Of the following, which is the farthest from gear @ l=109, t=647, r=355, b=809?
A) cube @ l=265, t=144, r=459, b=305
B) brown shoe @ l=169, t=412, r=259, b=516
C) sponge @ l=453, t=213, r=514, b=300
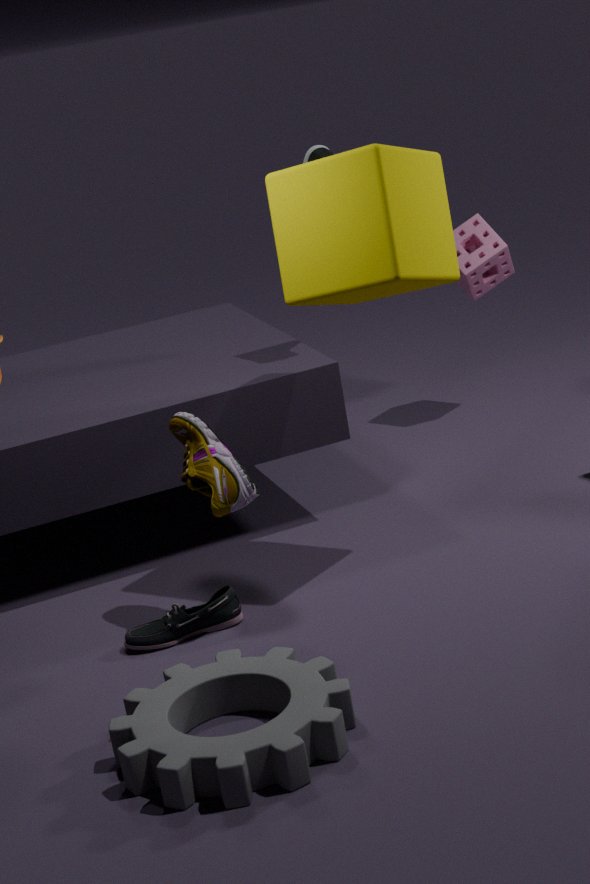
sponge @ l=453, t=213, r=514, b=300
